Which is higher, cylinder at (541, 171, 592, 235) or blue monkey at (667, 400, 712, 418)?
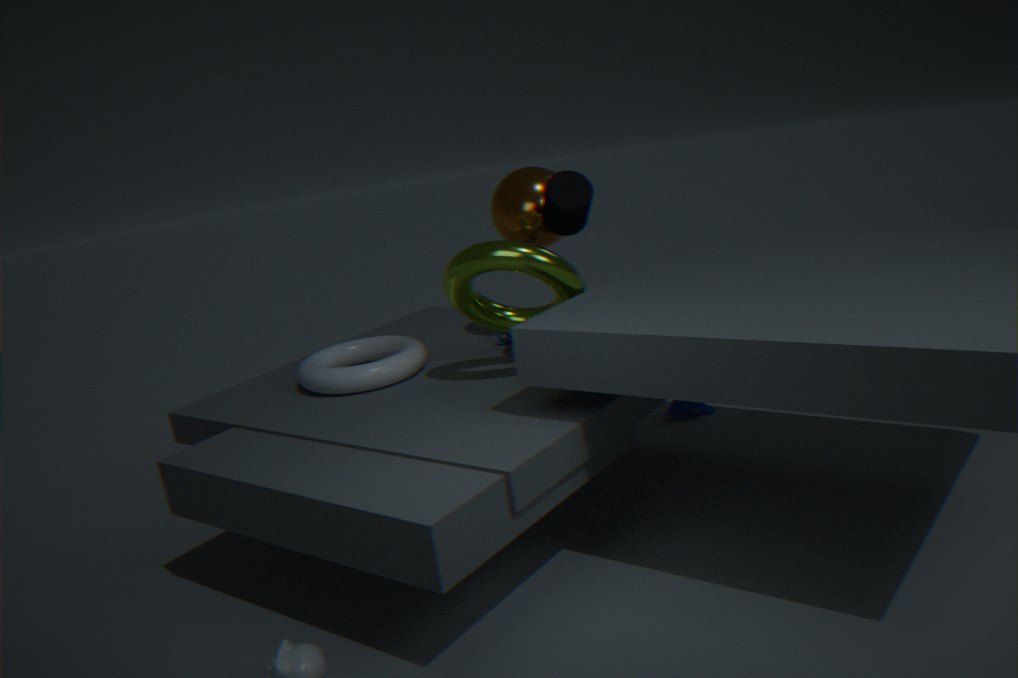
cylinder at (541, 171, 592, 235)
